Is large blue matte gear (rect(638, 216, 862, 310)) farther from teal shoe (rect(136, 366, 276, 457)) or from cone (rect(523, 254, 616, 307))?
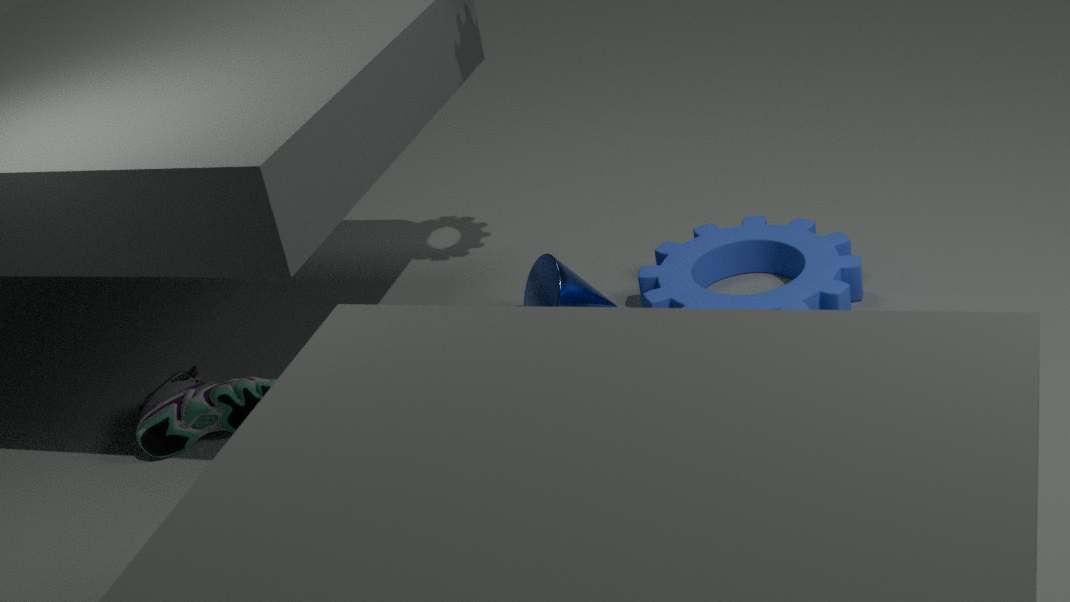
teal shoe (rect(136, 366, 276, 457))
